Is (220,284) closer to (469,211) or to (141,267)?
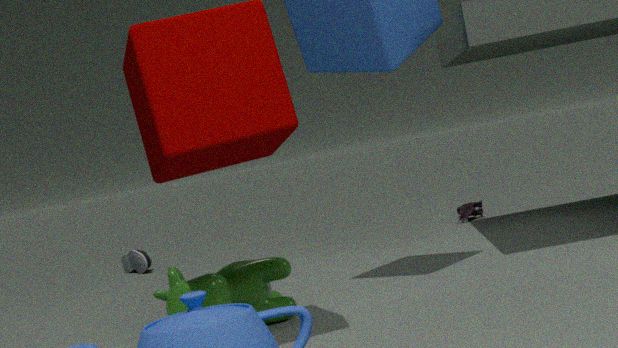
(469,211)
